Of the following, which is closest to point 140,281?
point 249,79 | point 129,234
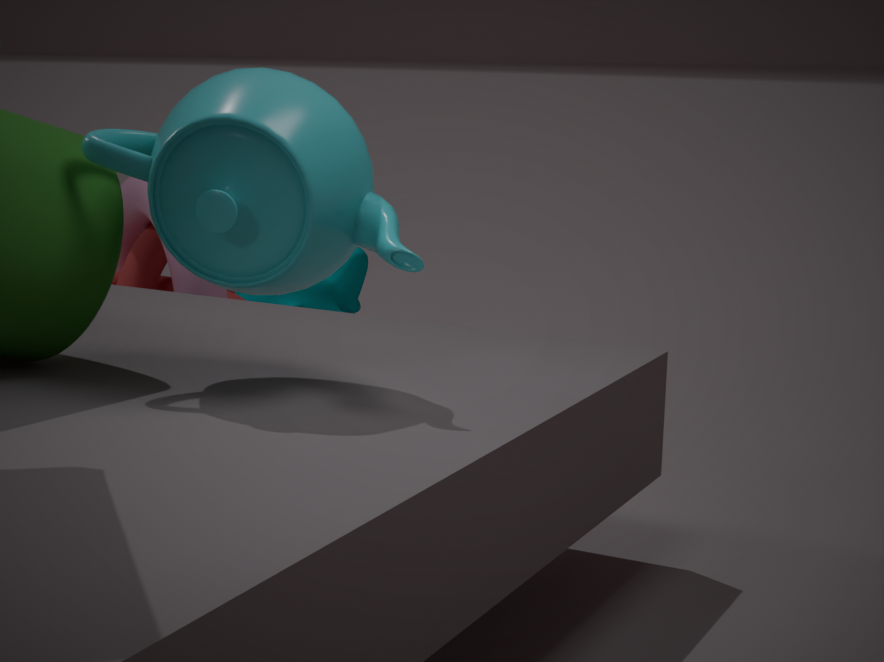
point 129,234
